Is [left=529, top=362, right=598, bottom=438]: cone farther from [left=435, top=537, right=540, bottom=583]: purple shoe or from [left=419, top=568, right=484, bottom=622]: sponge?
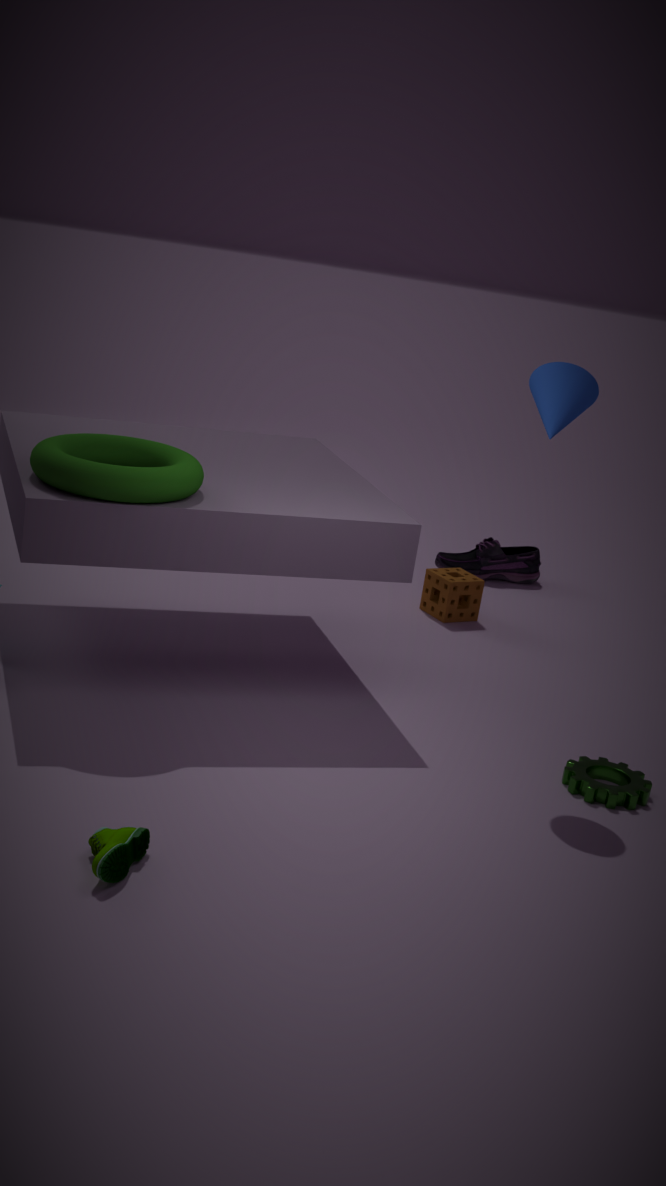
[left=435, top=537, right=540, bottom=583]: purple shoe
